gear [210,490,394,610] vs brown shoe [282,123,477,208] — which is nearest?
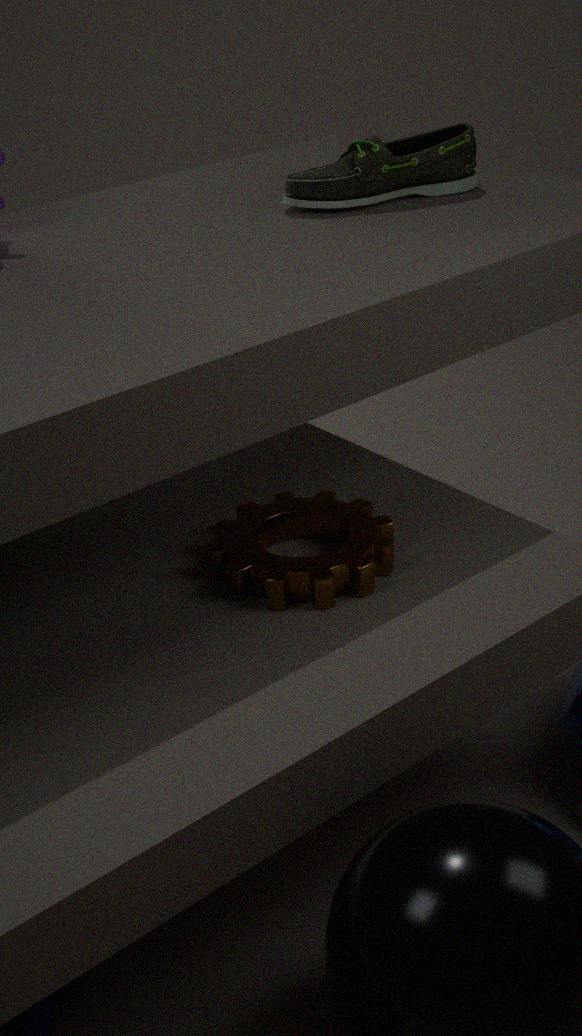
gear [210,490,394,610]
